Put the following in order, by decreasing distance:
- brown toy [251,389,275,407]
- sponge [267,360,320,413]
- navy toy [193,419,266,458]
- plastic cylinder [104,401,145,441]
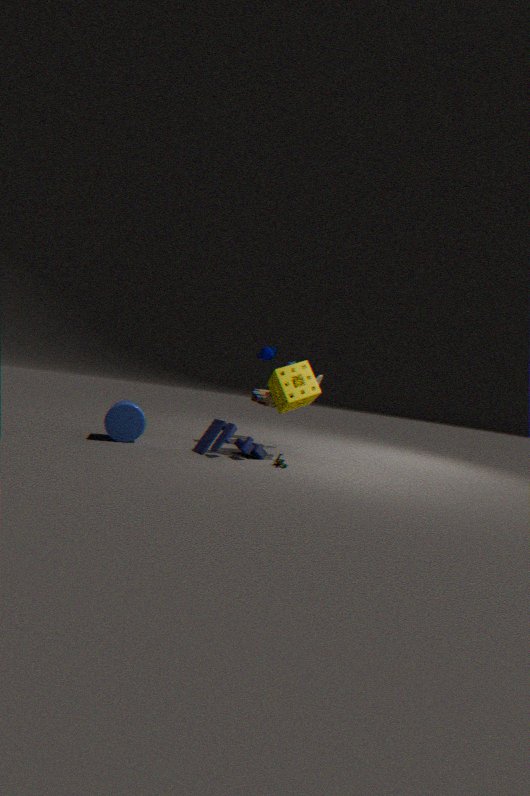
brown toy [251,389,275,407], sponge [267,360,320,413], plastic cylinder [104,401,145,441], navy toy [193,419,266,458]
